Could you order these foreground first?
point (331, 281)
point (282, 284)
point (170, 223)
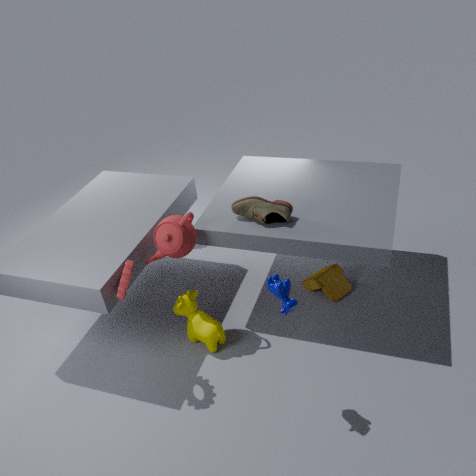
point (282, 284), point (170, 223), point (331, 281)
